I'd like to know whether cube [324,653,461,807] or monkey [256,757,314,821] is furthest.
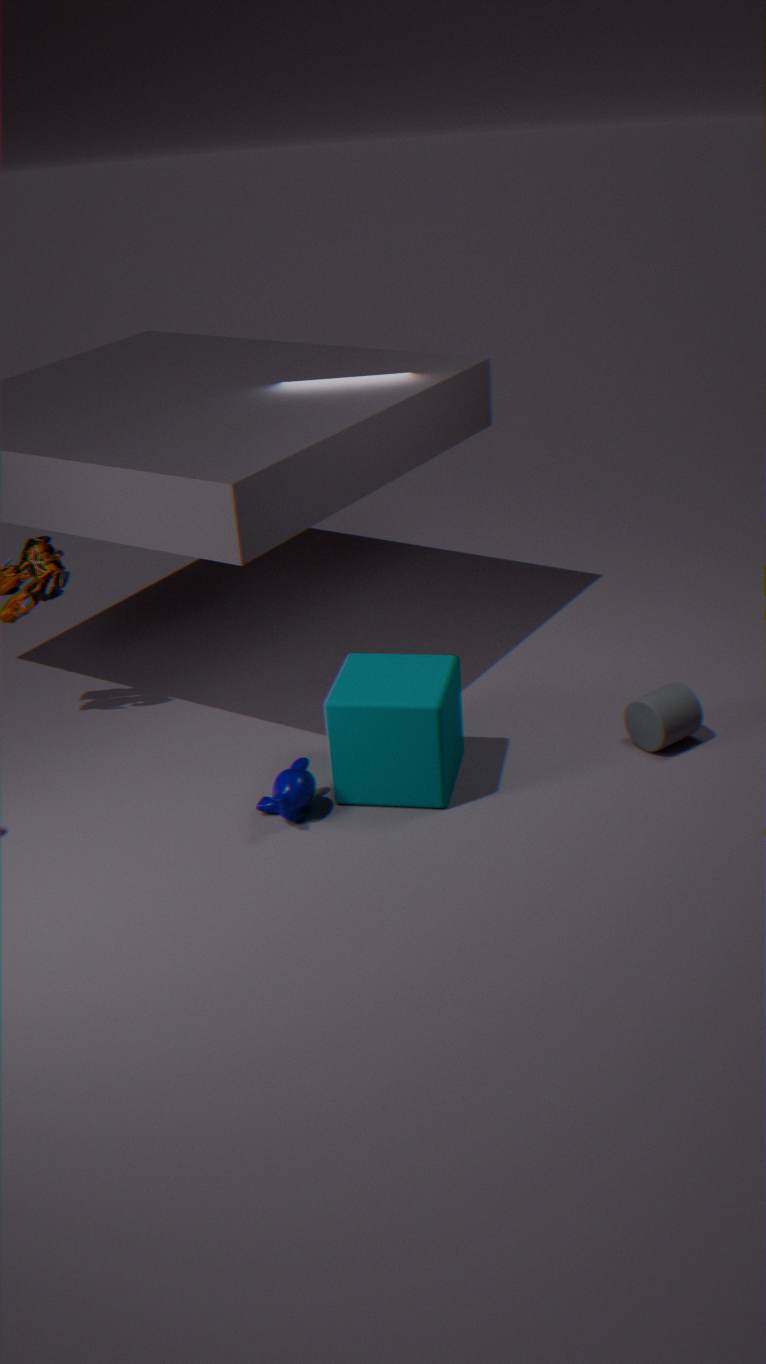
monkey [256,757,314,821]
